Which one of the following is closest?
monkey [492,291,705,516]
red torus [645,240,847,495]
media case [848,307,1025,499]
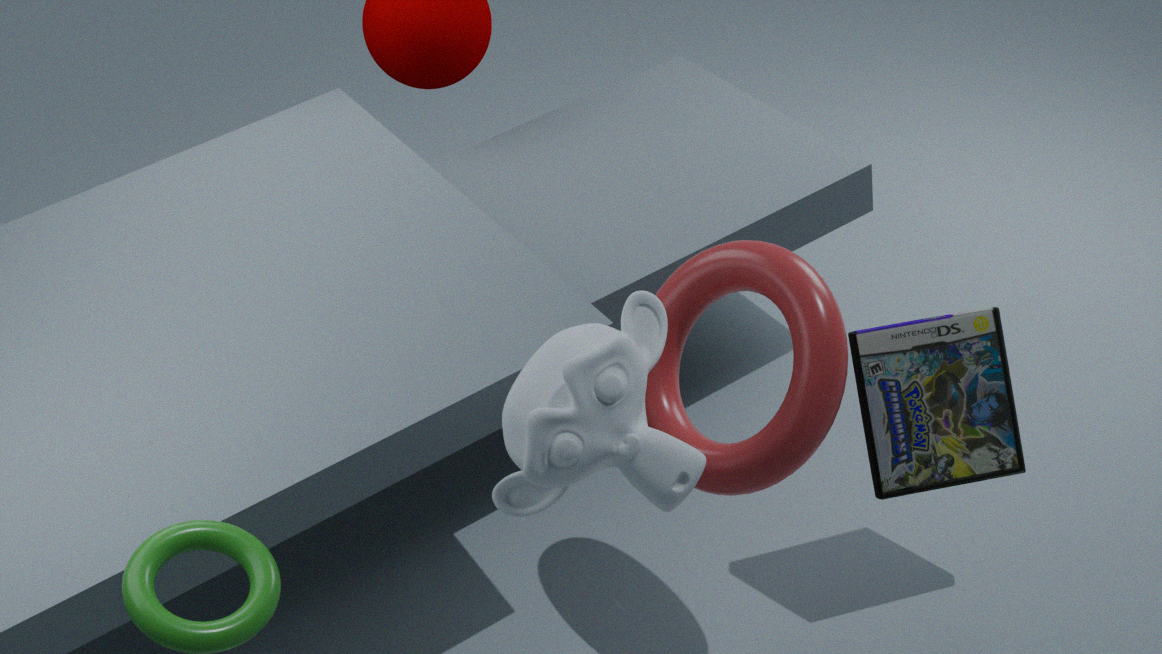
monkey [492,291,705,516]
